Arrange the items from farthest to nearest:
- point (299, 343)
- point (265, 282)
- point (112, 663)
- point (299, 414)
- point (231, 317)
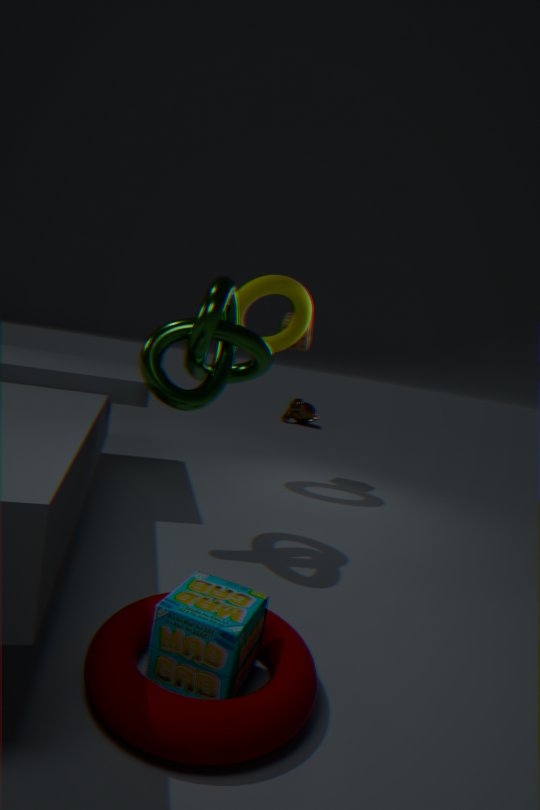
point (299, 414), point (299, 343), point (265, 282), point (231, 317), point (112, 663)
